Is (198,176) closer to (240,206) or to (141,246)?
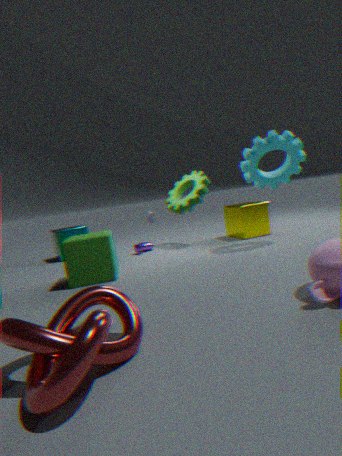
(240,206)
